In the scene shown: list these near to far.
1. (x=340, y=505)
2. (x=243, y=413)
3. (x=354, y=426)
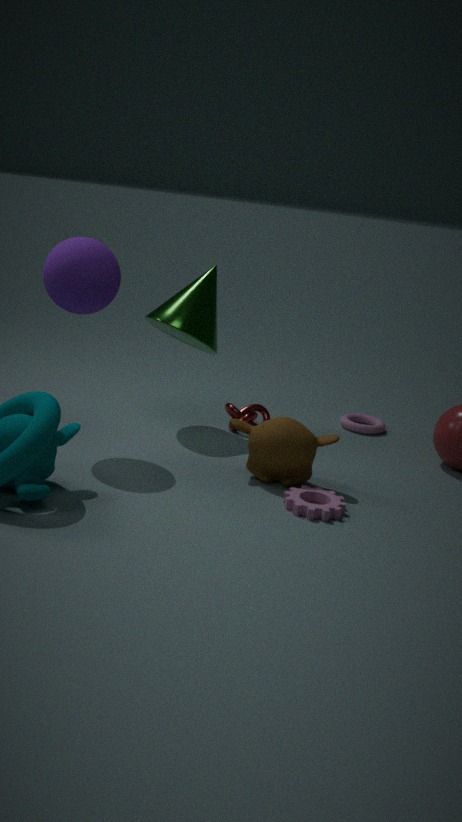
(x=340, y=505), (x=243, y=413), (x=354, y=426)
